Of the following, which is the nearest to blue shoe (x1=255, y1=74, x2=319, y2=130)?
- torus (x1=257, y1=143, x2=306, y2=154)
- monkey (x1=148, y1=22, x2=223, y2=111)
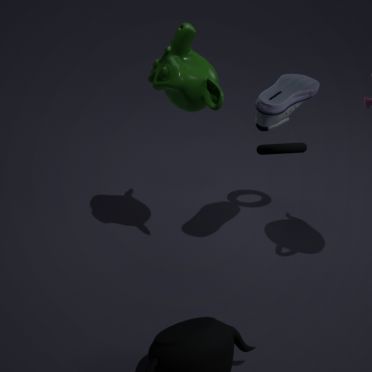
monkey (x1=148, y1=22, x2=223, y2=111)
